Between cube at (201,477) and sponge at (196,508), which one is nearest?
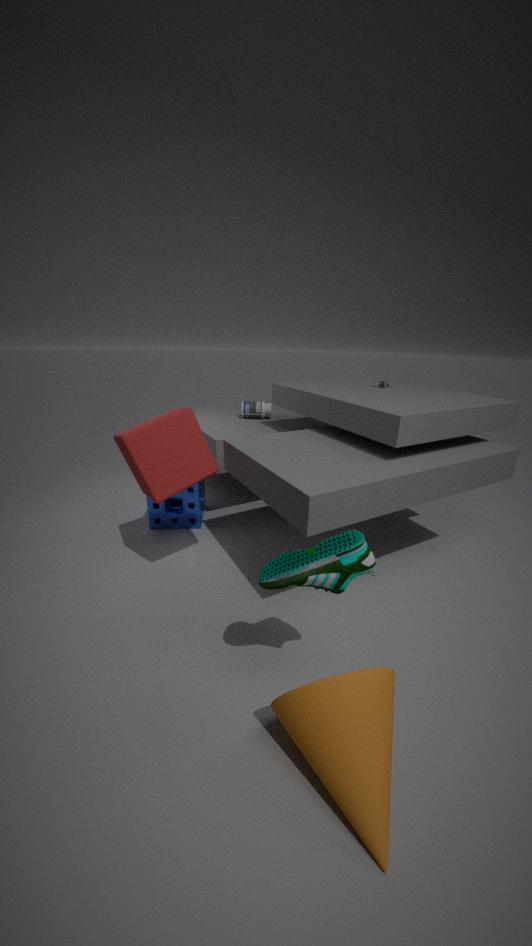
cube at (201,477)
